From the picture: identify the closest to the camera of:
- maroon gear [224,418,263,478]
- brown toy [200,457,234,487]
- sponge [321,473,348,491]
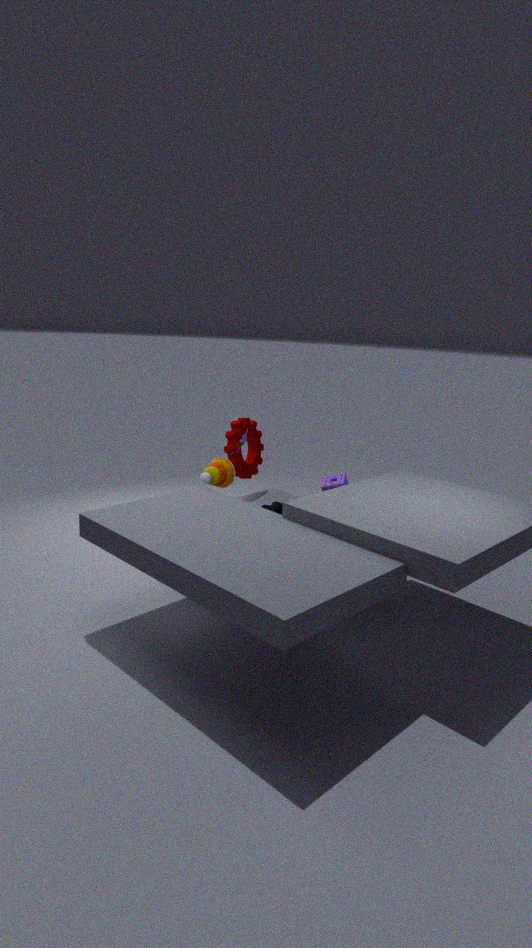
brown toy [200,457,234,487]
